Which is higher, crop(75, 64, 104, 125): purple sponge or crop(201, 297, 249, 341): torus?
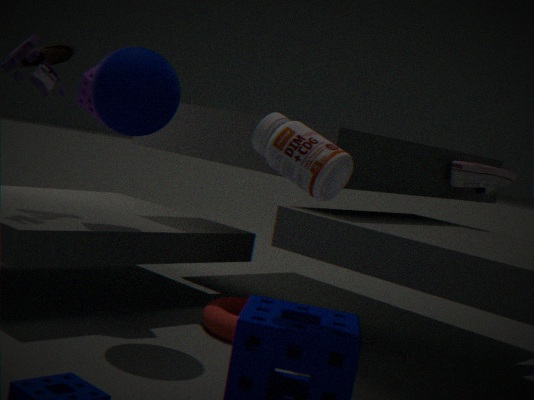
crop(75, 64, 104, 125): purple sponge
